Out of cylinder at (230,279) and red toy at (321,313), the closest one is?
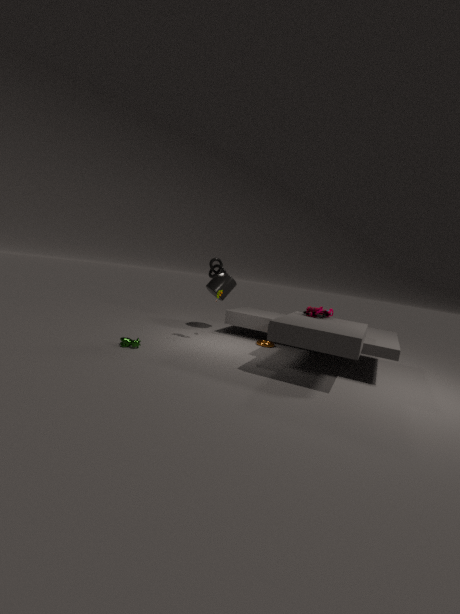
red toy at (321,313)
